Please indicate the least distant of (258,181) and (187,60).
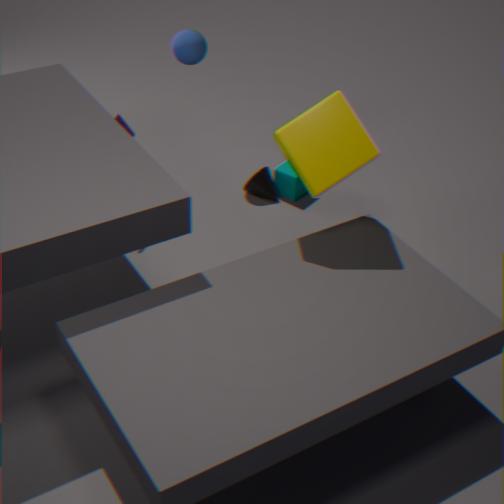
(187,60)
